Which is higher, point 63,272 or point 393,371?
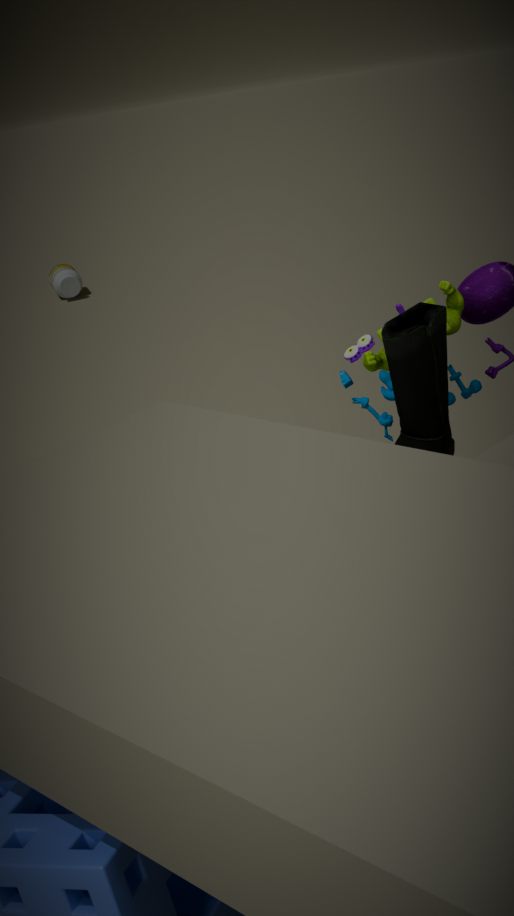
point 393,371
